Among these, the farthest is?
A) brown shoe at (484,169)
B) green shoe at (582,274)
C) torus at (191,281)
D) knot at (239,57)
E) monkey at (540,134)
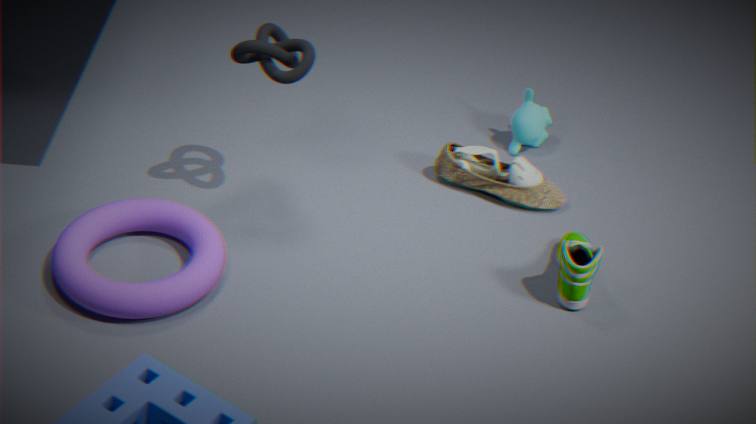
monkey at (540,134)
